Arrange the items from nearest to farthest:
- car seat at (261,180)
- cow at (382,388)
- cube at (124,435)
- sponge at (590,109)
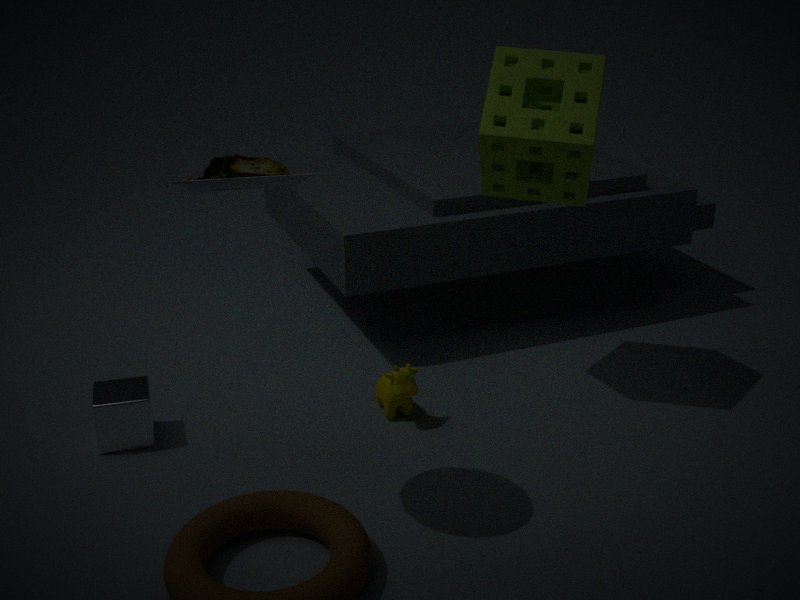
car seat at (261,180)
sponge at (590,109)
cube at (124,435)
cow at (382,388)
